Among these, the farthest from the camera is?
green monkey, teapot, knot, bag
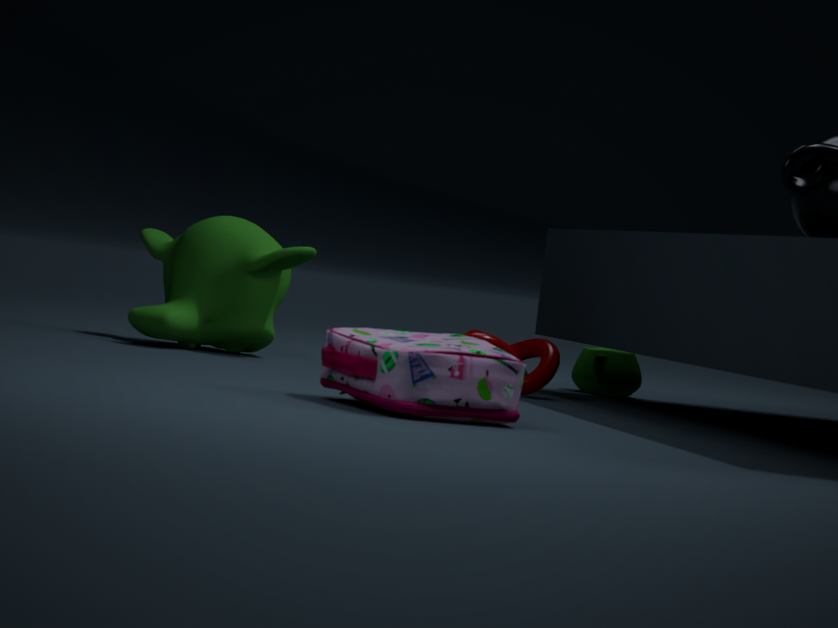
teapot
